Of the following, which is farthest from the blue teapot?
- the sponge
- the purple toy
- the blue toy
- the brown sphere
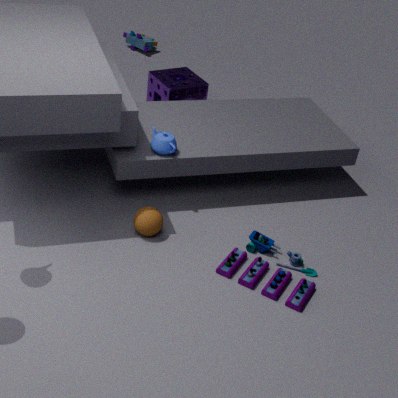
the blue toy
